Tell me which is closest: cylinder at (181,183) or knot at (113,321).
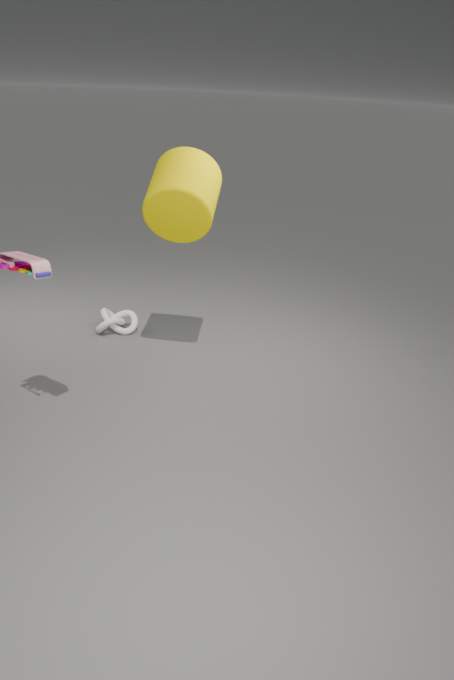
cylinder at (181,183)
